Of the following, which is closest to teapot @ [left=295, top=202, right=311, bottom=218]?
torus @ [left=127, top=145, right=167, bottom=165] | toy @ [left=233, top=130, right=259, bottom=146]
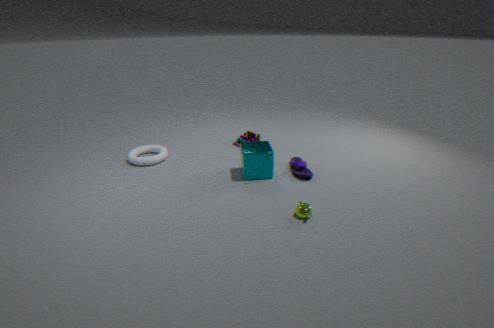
toy @ [left=233, top=130, right=259, bottom=146]
